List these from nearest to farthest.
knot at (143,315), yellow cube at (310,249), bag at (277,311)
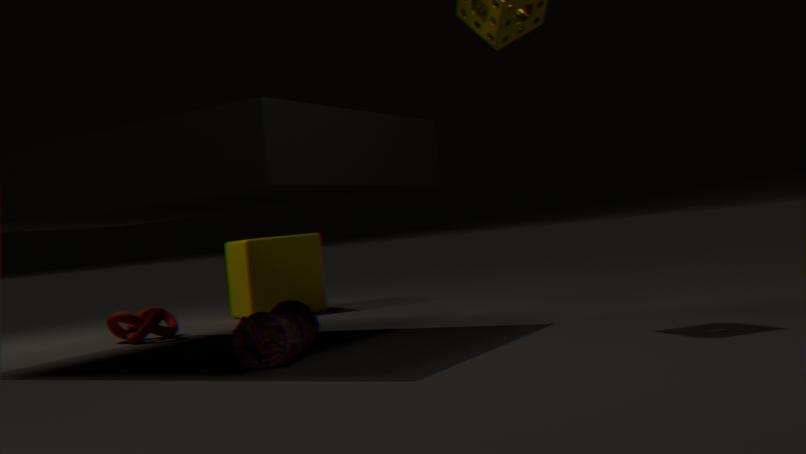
bag at (277,311)
knot at (143,315)
yellow cube at (310,249)
